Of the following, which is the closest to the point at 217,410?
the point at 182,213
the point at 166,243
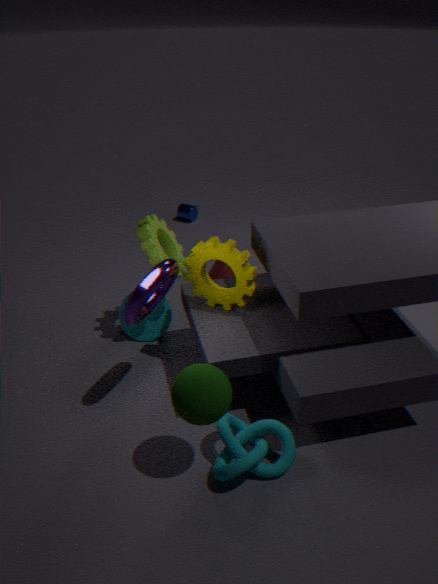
the point at 166,243
